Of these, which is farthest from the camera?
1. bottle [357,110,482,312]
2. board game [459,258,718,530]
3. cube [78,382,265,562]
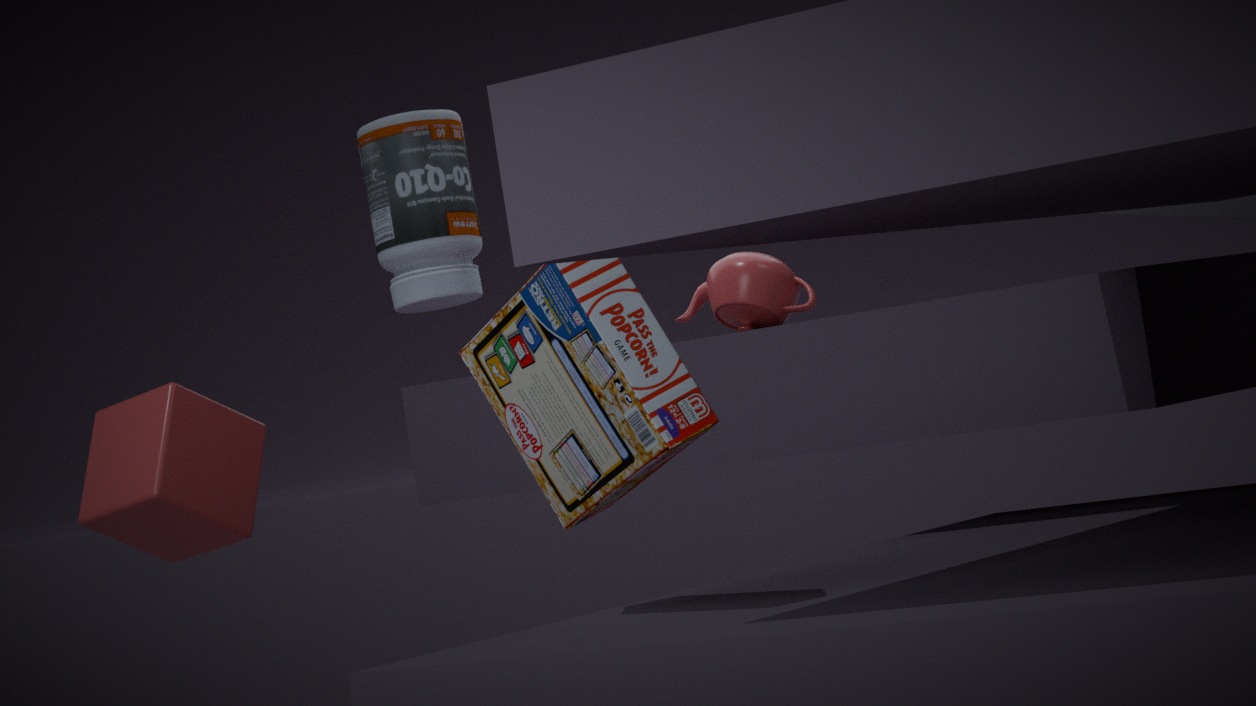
bottle [357,110,482,312]
